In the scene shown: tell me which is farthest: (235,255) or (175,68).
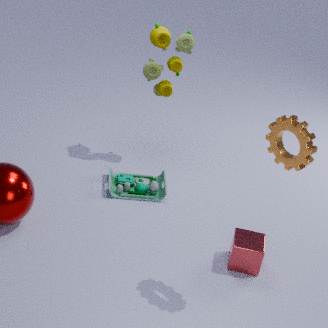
(175,68)
